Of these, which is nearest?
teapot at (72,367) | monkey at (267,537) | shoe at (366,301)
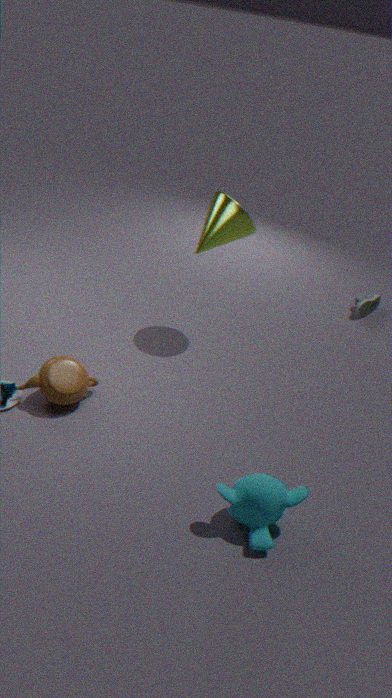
monkey at (267,537)
